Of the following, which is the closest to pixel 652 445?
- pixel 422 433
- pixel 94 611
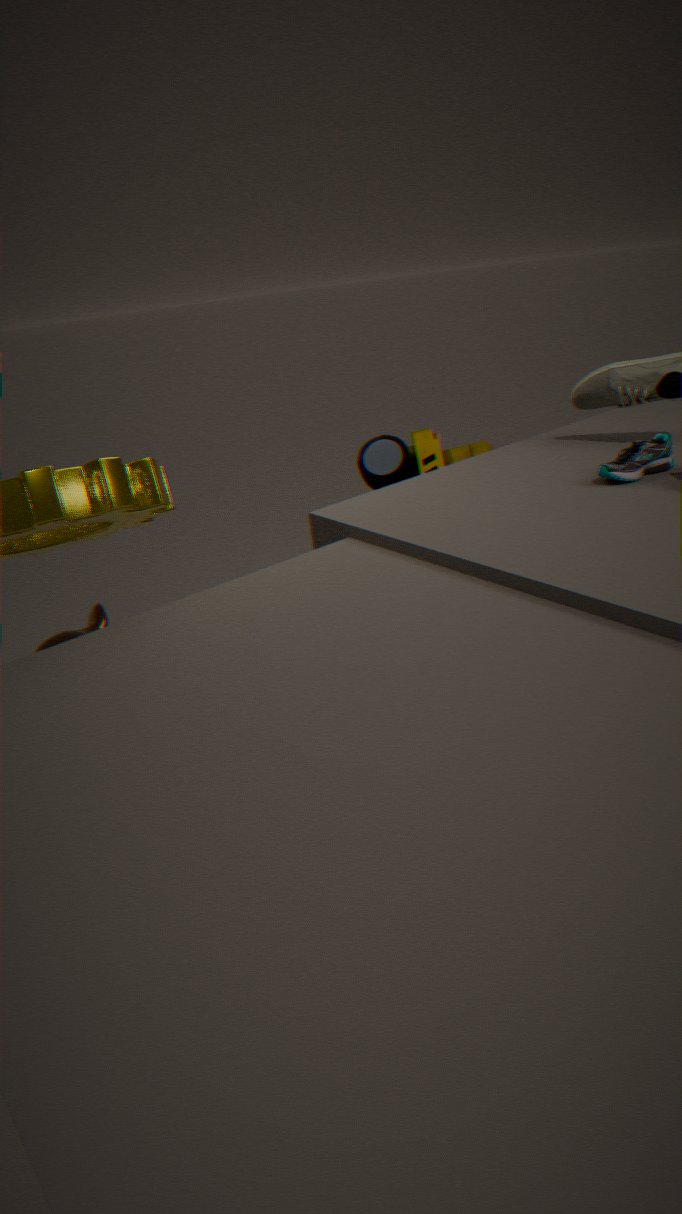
pixel 422 433
